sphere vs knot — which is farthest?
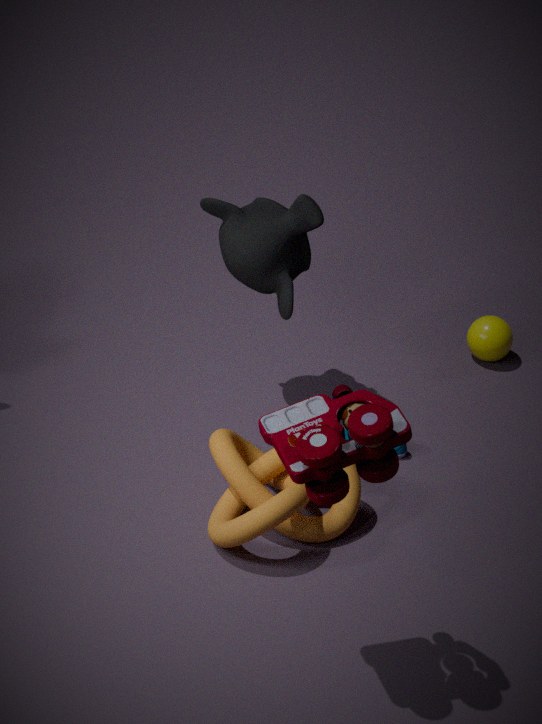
sphere
